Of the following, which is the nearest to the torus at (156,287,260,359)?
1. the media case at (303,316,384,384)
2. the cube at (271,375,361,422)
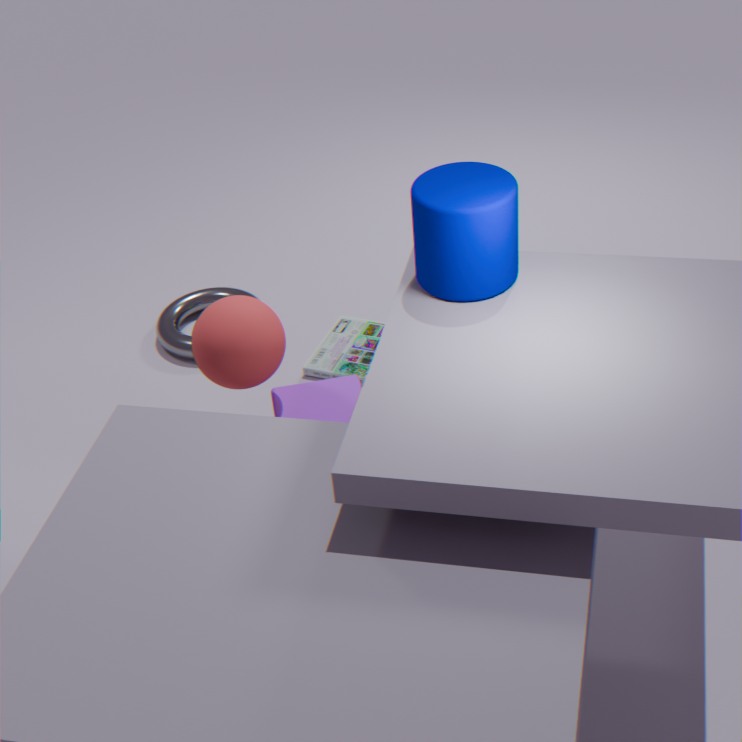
the media case at (303,316,384,384)
